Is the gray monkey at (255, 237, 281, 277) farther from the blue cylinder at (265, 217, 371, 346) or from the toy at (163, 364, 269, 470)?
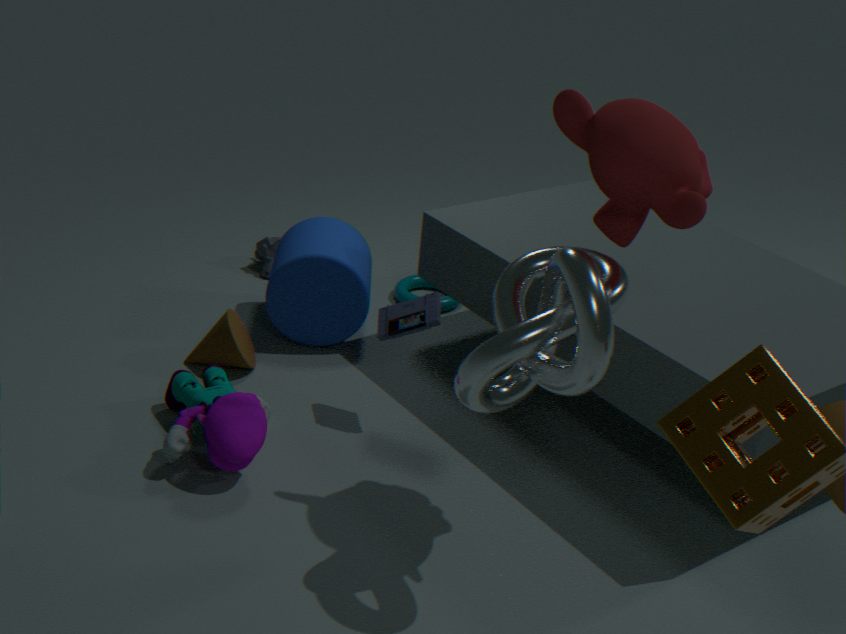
the toy at (163, 364, 269, 470)
